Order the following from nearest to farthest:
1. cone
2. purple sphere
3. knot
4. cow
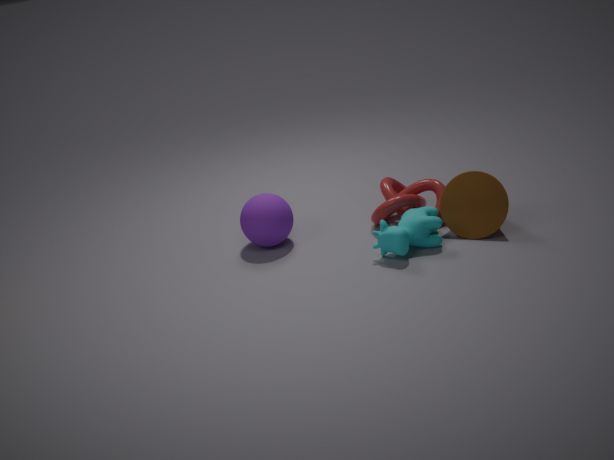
cow, cone, purple sphere, knot
